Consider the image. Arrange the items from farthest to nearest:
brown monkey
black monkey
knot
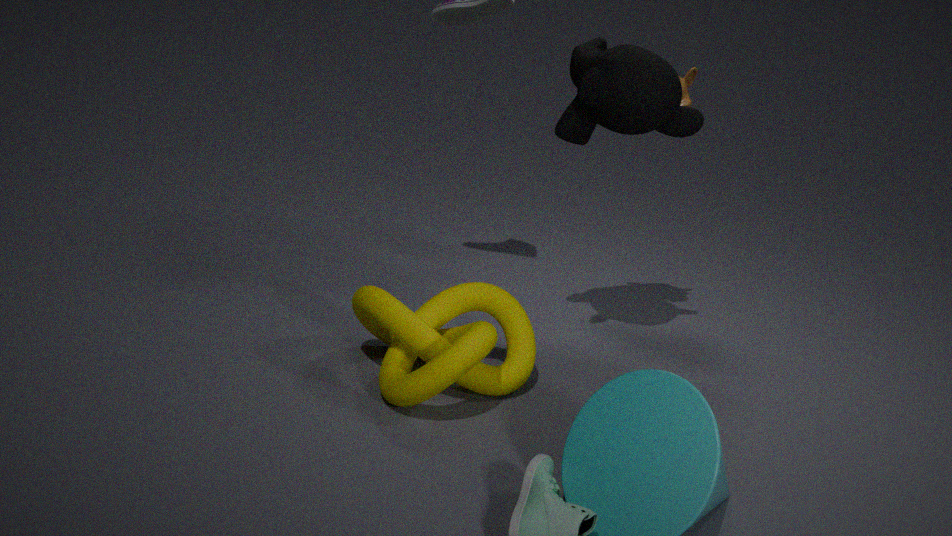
1. brown monkey
2. black monkey
3. knot
